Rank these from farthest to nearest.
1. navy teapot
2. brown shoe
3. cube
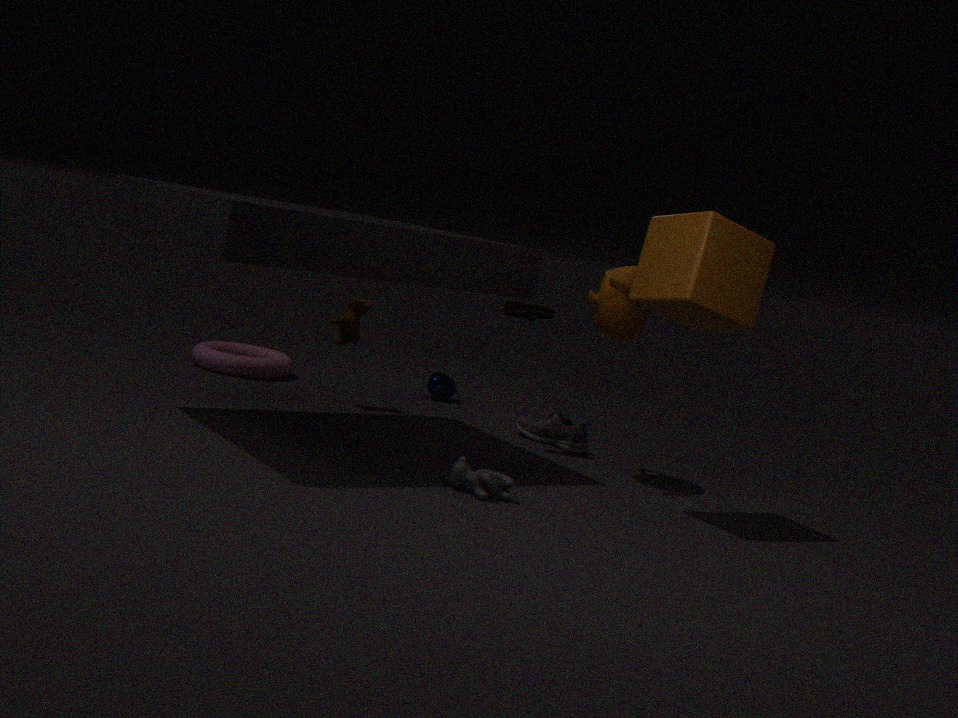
navy teapot < brown shoe < cube
